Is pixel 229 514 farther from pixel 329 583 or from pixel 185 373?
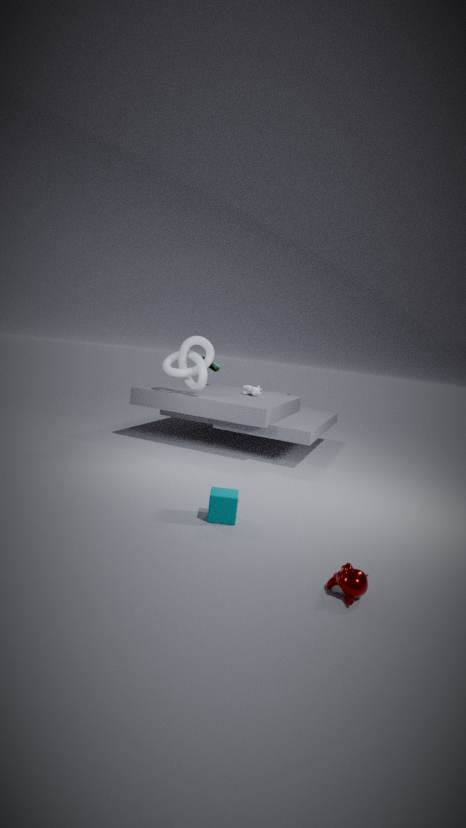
pixel 185 373
